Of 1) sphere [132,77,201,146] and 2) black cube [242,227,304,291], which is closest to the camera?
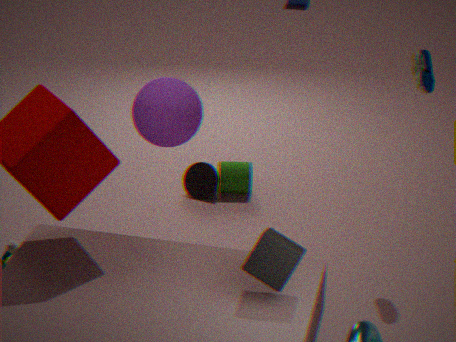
2. black cube [242,227,304,291]
